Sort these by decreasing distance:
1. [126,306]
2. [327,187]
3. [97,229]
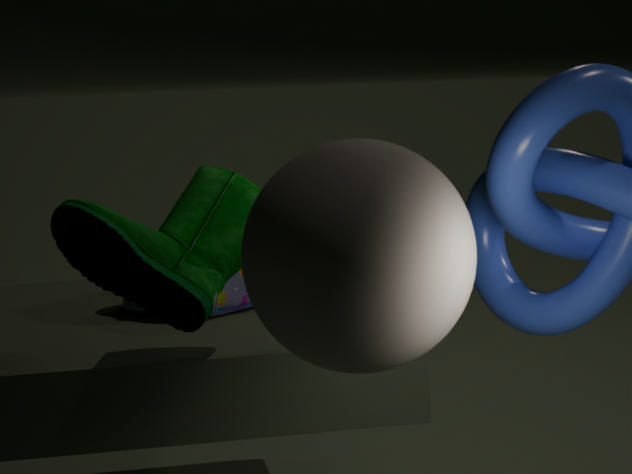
1. [126,306]
2. [97,229]
3. [327,187]
